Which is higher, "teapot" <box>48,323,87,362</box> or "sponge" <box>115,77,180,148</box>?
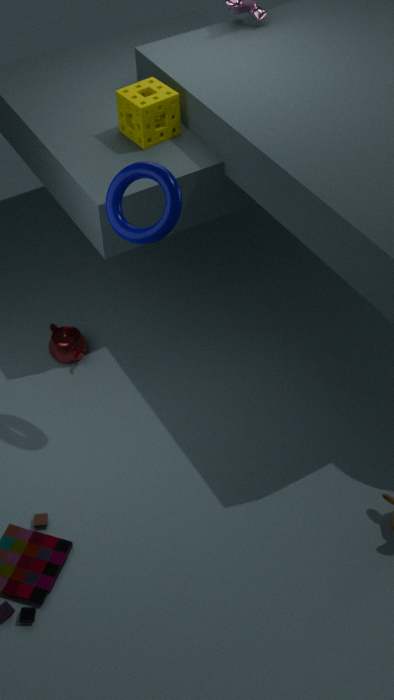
"sponge" <box>115,77,180,148</box>
